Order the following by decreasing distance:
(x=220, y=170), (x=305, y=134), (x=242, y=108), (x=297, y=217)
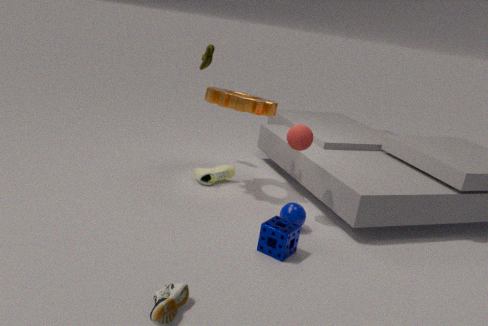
(x=220, y=170), (x=242, y=108), (x=305, y=134), (x=297, y=217)
